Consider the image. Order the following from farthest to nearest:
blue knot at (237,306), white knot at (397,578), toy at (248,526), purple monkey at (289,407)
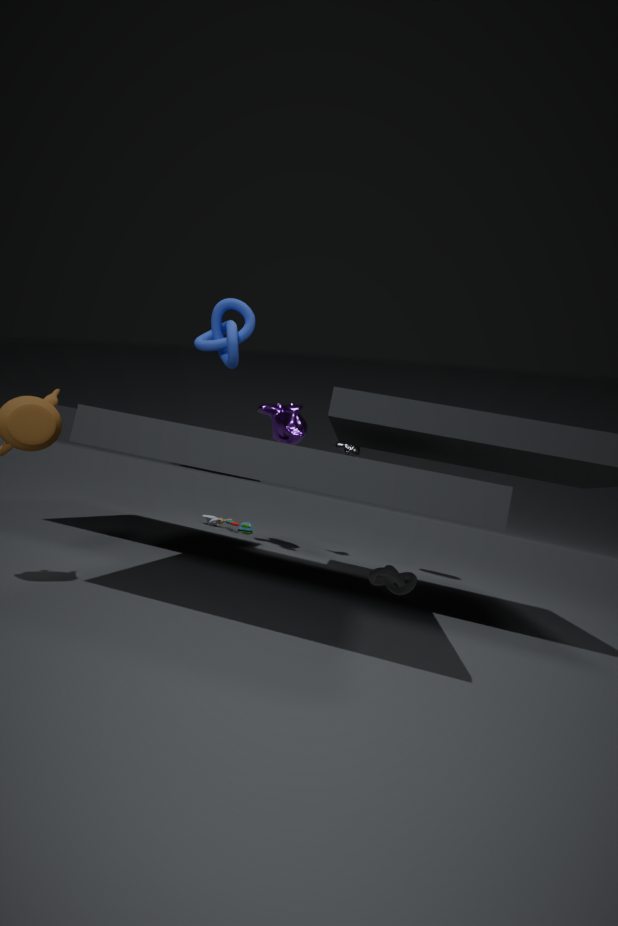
1. toy at (248,526)
2. purple monkey at (289,407)
3. white knot at (397,578)
4. blue knot at (237,306)
